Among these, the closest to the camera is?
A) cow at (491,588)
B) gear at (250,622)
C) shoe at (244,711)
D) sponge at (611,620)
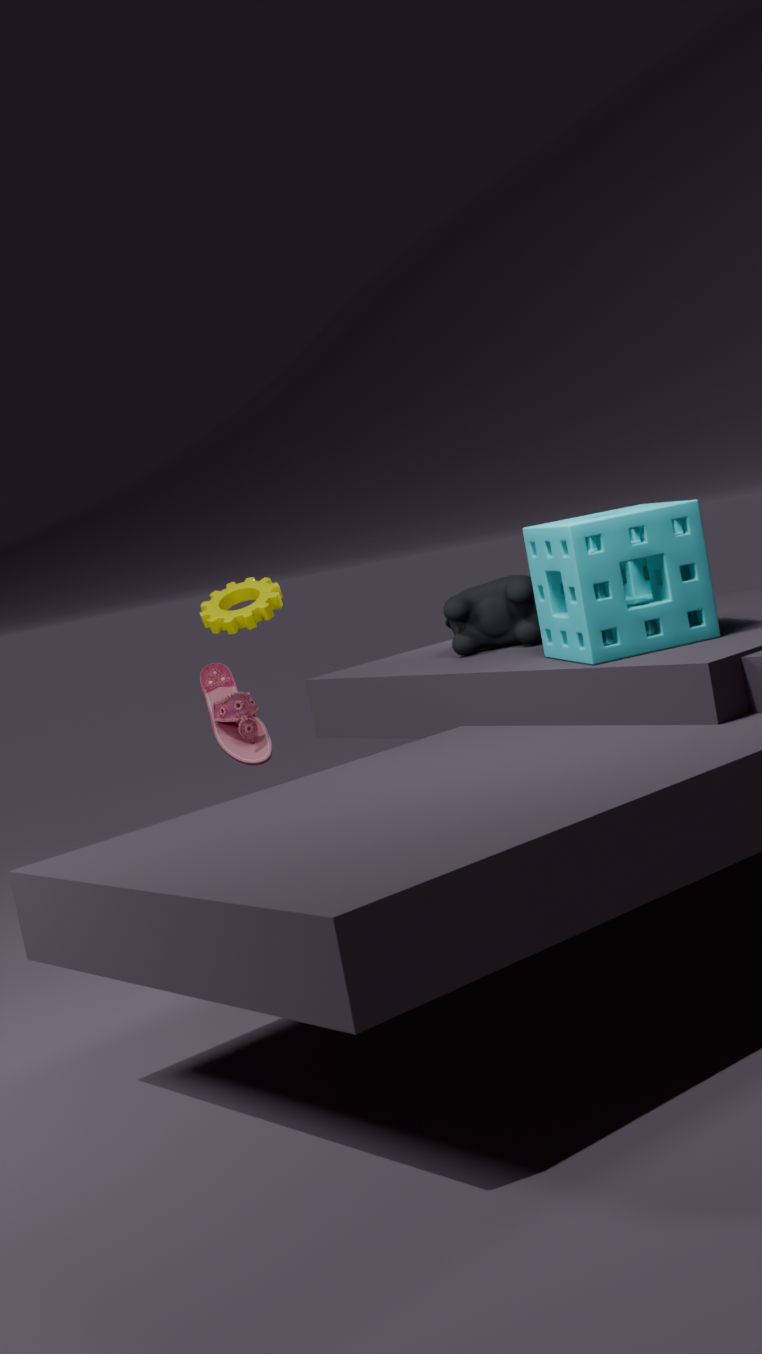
sponge at (611,620)
